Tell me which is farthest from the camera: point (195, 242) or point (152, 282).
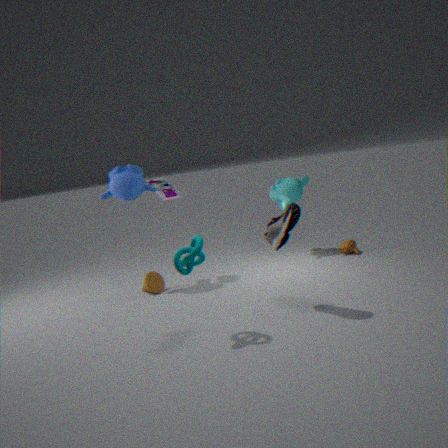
point (152, 282)
